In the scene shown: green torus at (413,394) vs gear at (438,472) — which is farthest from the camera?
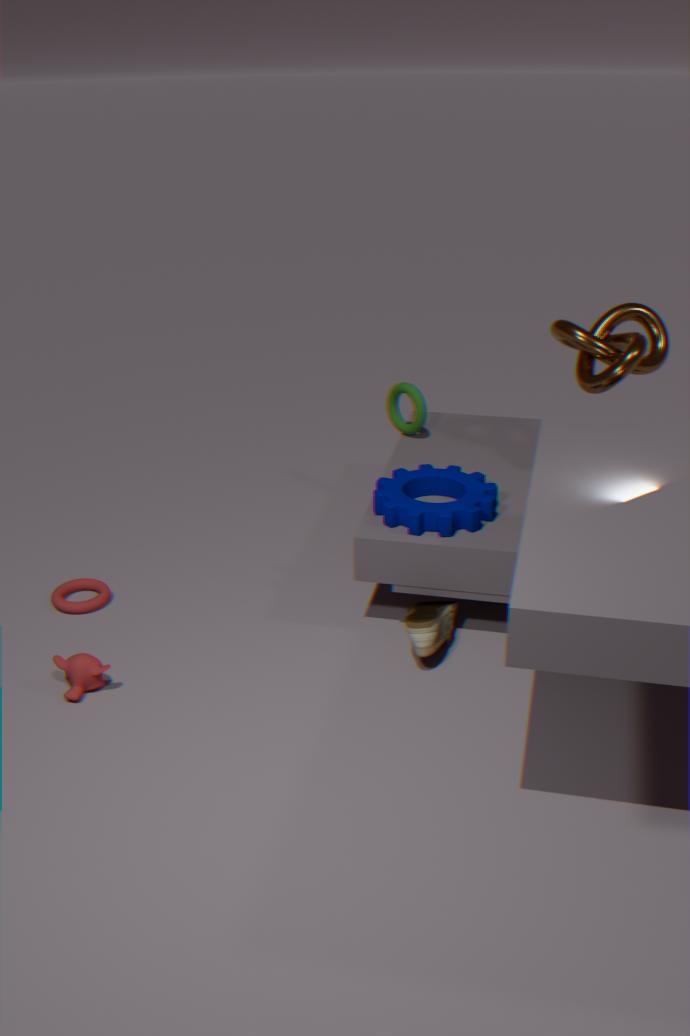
green torus at (413,394)
